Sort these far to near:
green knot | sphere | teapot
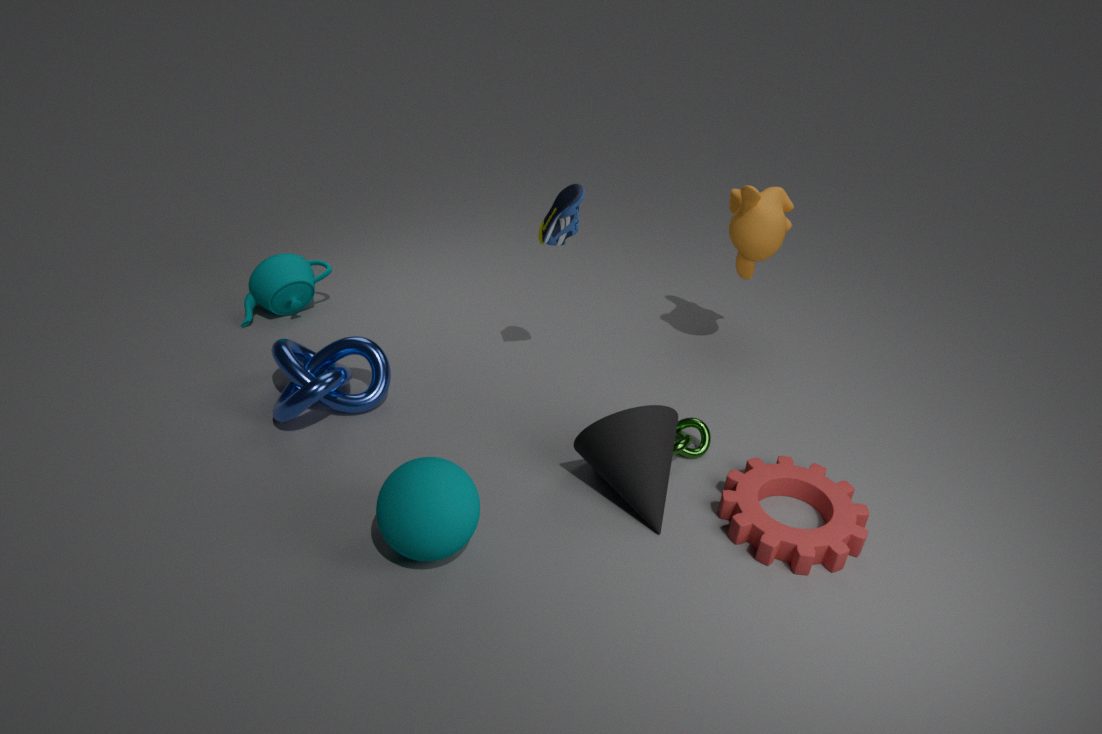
teapot, green knot, sphere
